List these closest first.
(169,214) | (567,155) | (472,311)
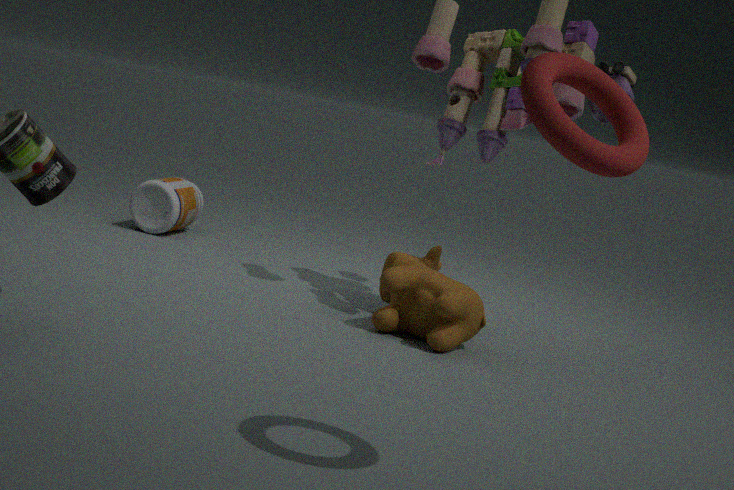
1. (567,155)
2. (472,311)
3. (169,214)
